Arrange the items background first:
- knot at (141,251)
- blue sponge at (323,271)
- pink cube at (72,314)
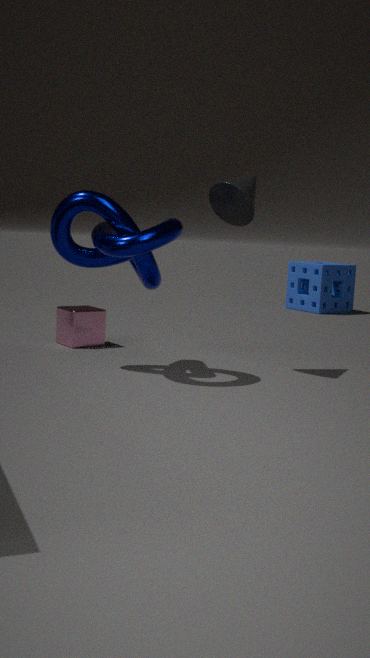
blue sponge at (323,271) → pink cube at (72,314) → knot at (141,251)
